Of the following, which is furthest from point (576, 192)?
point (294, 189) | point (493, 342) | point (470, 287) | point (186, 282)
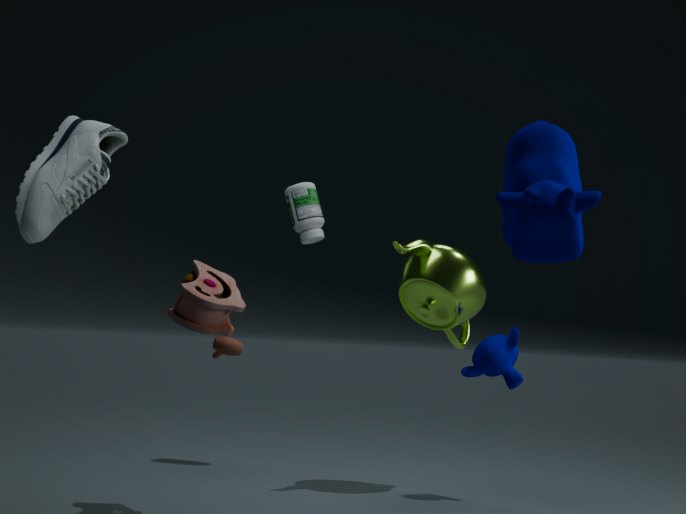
point (294, 189)
